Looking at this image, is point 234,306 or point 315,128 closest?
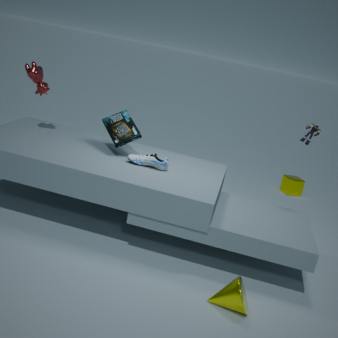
point 234,306
